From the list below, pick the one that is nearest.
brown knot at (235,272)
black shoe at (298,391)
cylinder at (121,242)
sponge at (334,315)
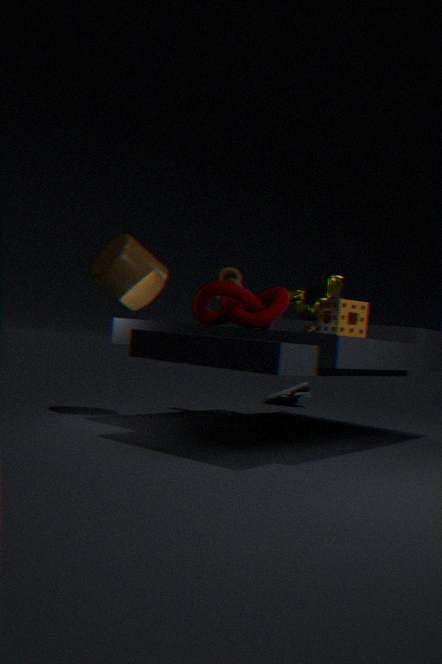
sponge at (334,315)
